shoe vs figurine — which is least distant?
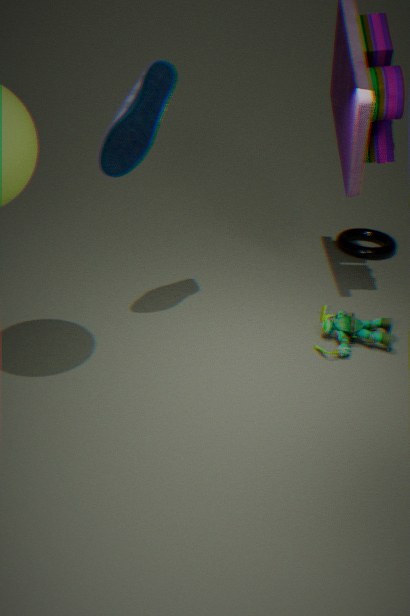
shoe
